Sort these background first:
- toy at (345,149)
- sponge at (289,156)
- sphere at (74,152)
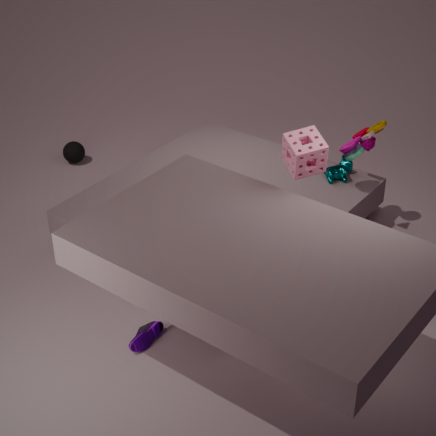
sphere at (74,152) → toy at (345,149) → sponge at (289,156)
